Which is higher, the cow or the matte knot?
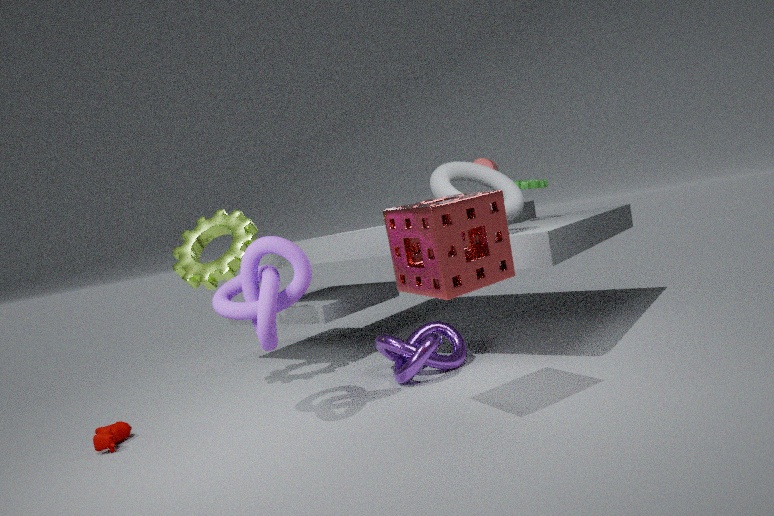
the matte knot
